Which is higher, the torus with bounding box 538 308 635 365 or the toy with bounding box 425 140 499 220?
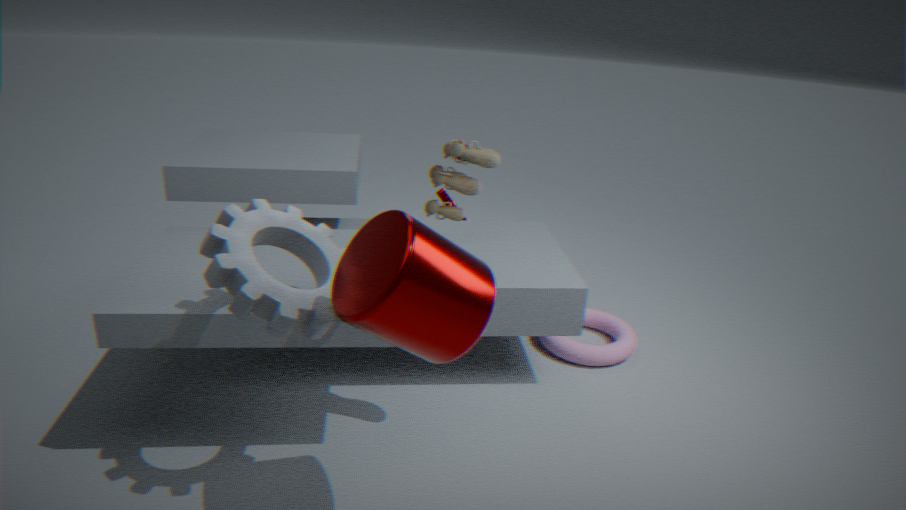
the toy with bounding box 425 140 499 220
